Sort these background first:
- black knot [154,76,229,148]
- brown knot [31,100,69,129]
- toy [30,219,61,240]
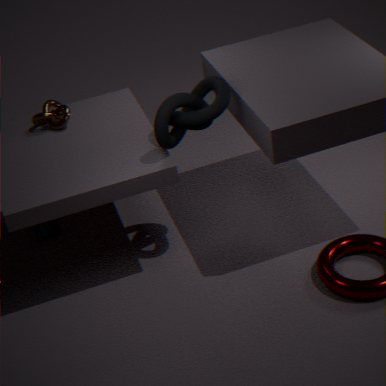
toy [30,219,61,240], brown knot [31,100,69,129], black knot [154,76,229,148]
